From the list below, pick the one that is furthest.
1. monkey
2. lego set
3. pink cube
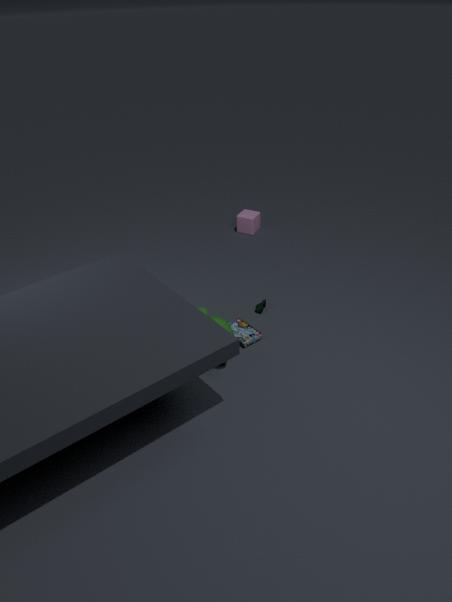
pink cube
